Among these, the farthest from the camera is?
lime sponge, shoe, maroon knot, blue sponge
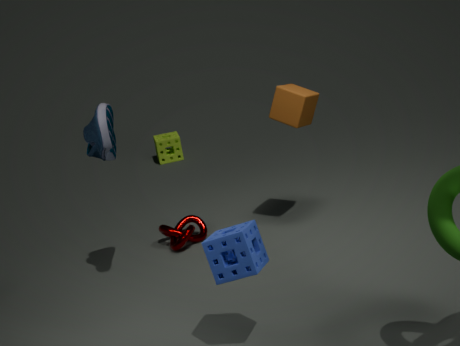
lime sponge
